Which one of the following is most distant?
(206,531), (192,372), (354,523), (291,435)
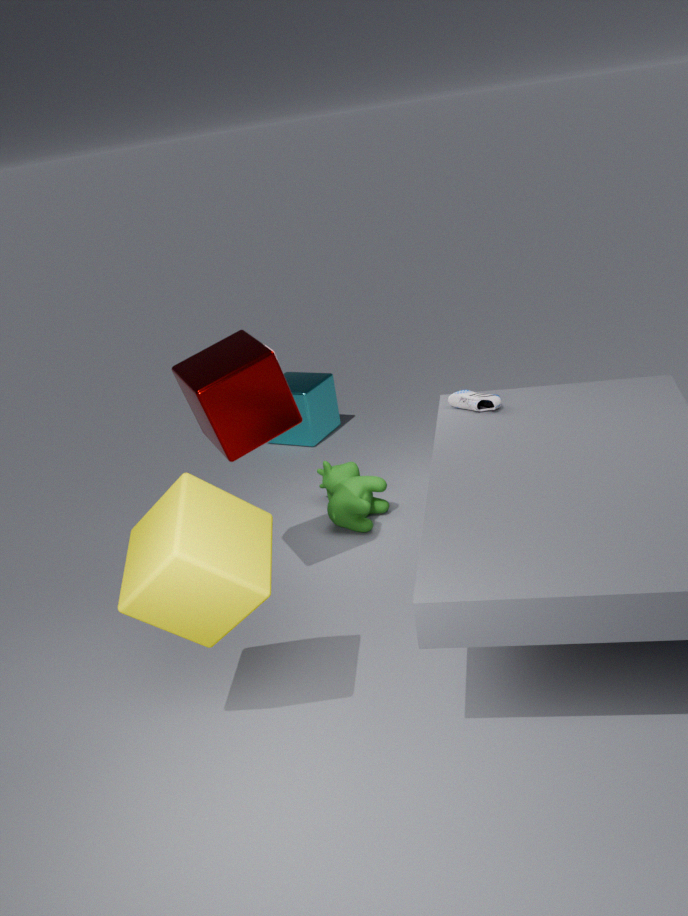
(291,435)
